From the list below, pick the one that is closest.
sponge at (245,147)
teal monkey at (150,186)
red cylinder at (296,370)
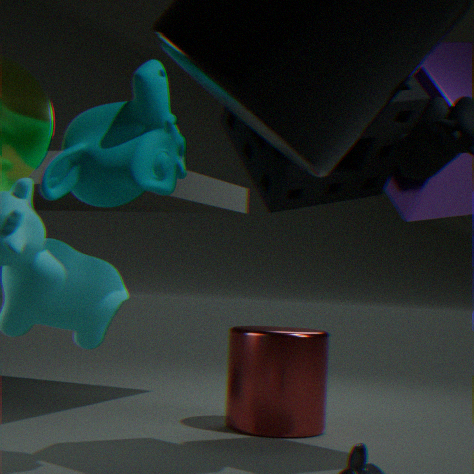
teal monkey at (150,186)
